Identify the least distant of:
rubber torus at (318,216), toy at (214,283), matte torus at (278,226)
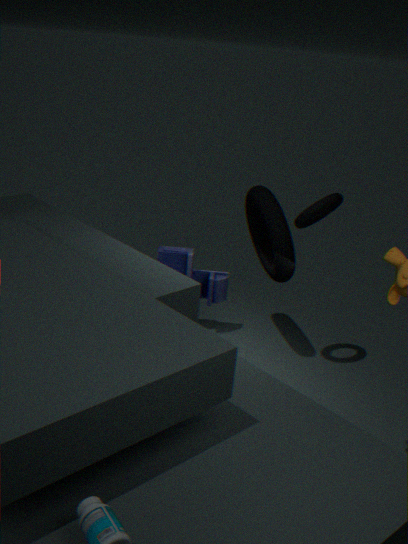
rubber torus at (318,216)
